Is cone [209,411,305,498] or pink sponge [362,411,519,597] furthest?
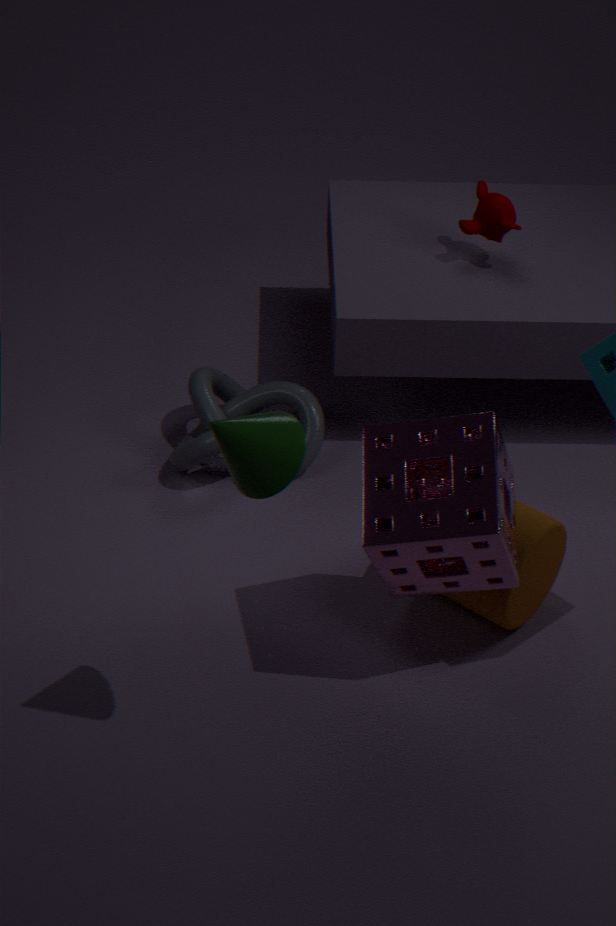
pink sponge [362,411,519,597]
